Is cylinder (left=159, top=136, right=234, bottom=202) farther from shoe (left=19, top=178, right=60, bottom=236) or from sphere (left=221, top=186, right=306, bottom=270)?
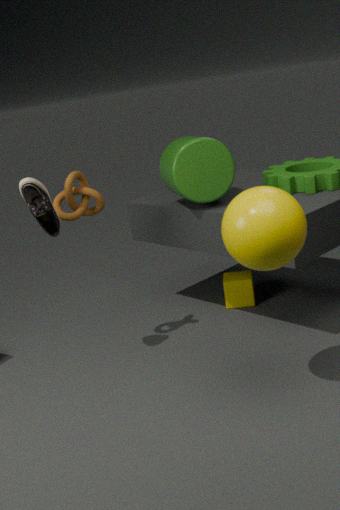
sphere (left=221, top=186, right=306, bottom=270)
